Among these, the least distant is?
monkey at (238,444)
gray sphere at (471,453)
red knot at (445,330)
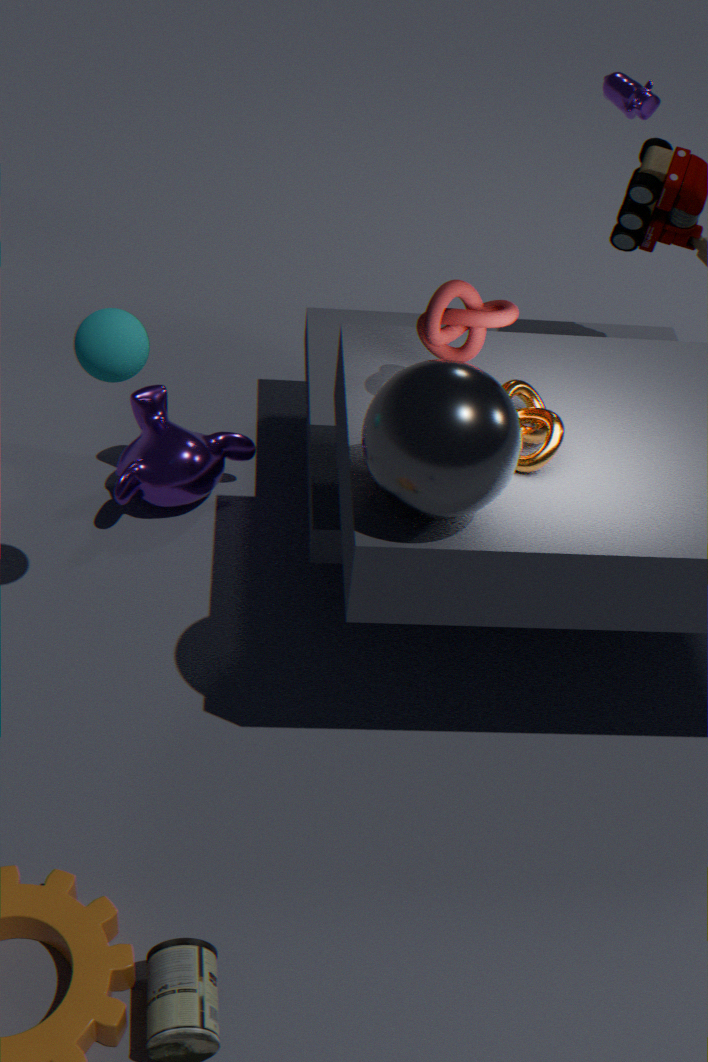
gray sphere at (471,453)
